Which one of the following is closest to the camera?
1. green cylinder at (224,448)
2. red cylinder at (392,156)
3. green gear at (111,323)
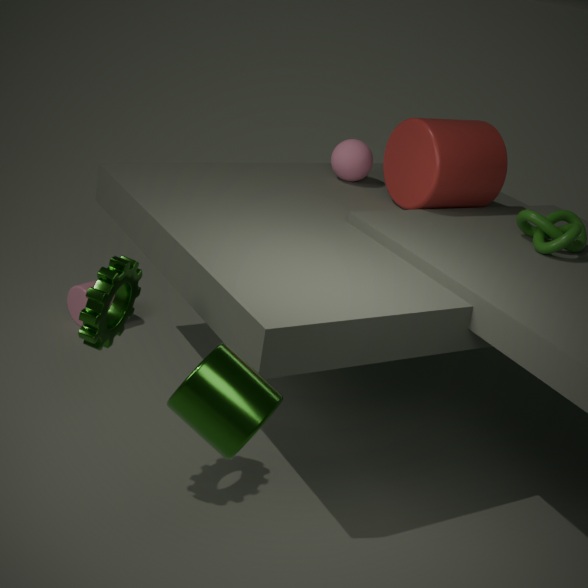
green cylinder at (224,448)
